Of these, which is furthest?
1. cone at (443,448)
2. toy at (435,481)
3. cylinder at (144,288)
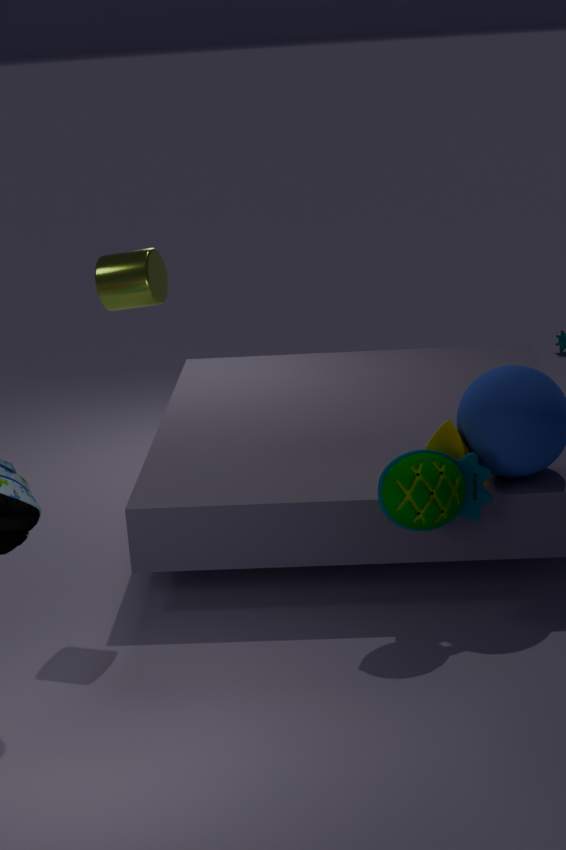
cylinder at (144,288)
